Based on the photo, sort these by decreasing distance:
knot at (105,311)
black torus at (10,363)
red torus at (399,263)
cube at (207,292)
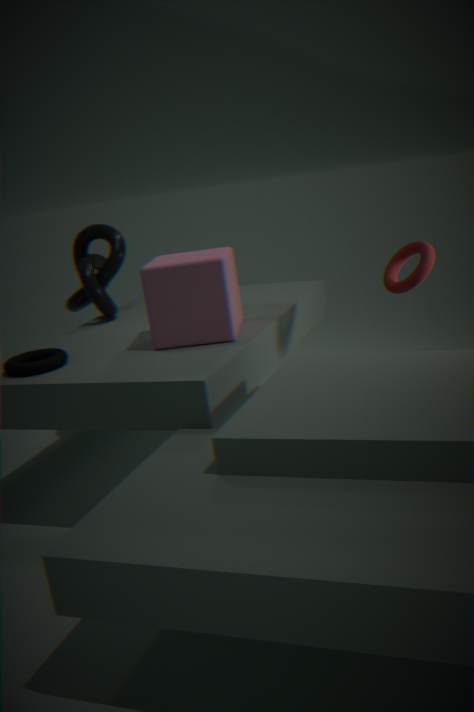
knot at (105,311) → red torus at (399,263) → cube at (207,292) → black torus at (10,363)
